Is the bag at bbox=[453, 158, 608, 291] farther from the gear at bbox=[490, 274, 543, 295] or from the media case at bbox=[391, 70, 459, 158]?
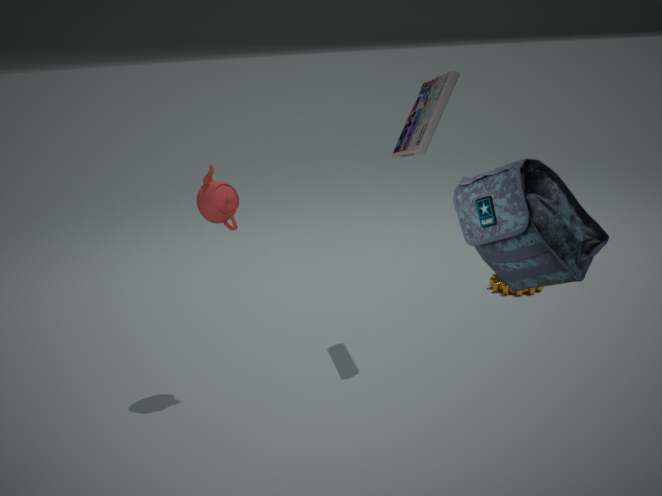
the gear at bbox=[490, 274, 543, 295]
